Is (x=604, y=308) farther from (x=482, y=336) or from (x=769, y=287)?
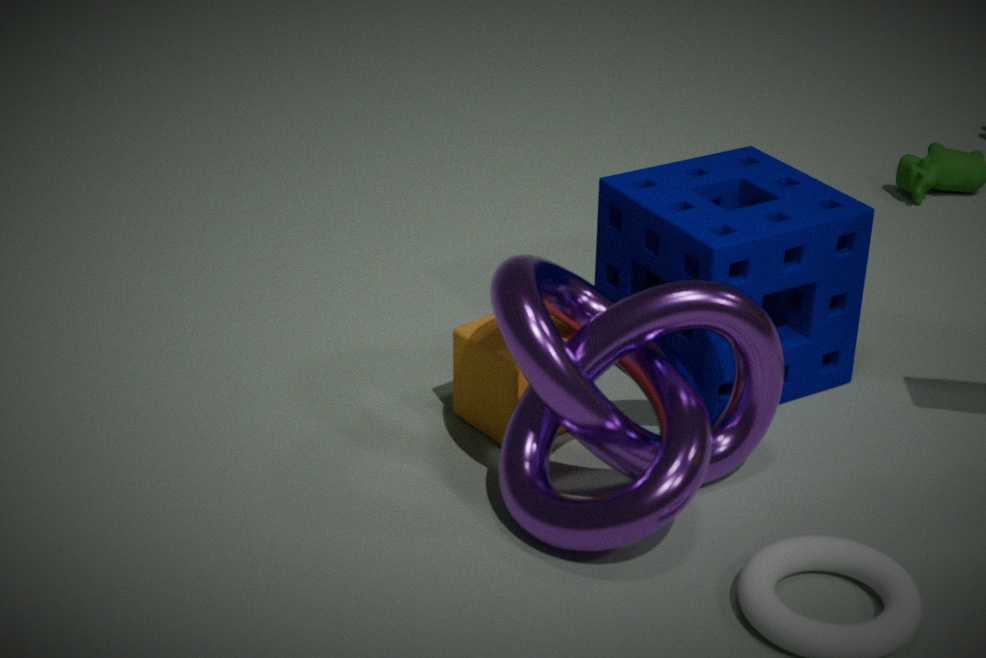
(x=769, y=287)
